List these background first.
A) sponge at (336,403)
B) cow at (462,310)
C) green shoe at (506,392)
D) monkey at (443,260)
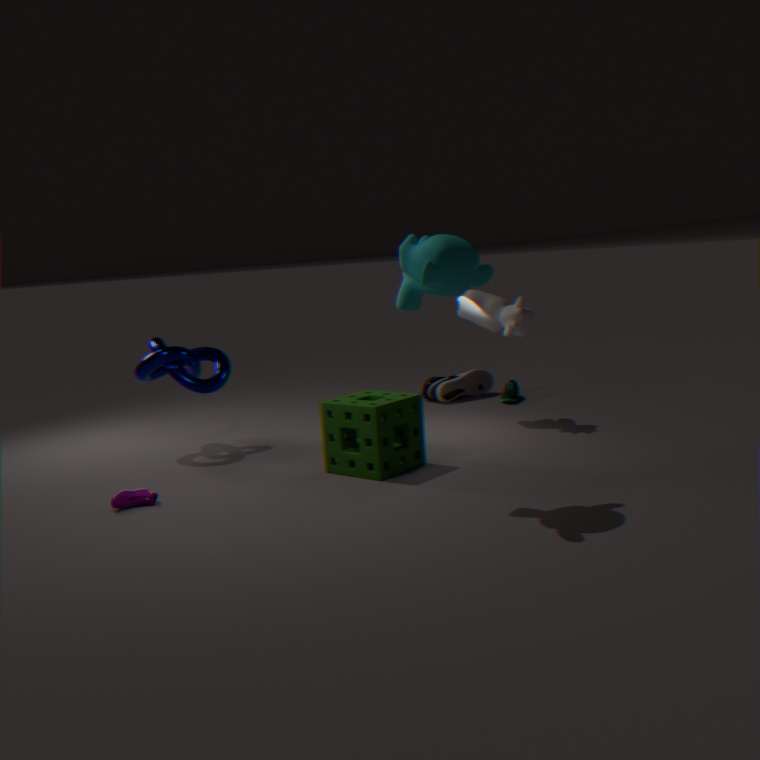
green shoe at (506,392), cow at (462,310), sponge at (336,403), monkey at (443,260)
